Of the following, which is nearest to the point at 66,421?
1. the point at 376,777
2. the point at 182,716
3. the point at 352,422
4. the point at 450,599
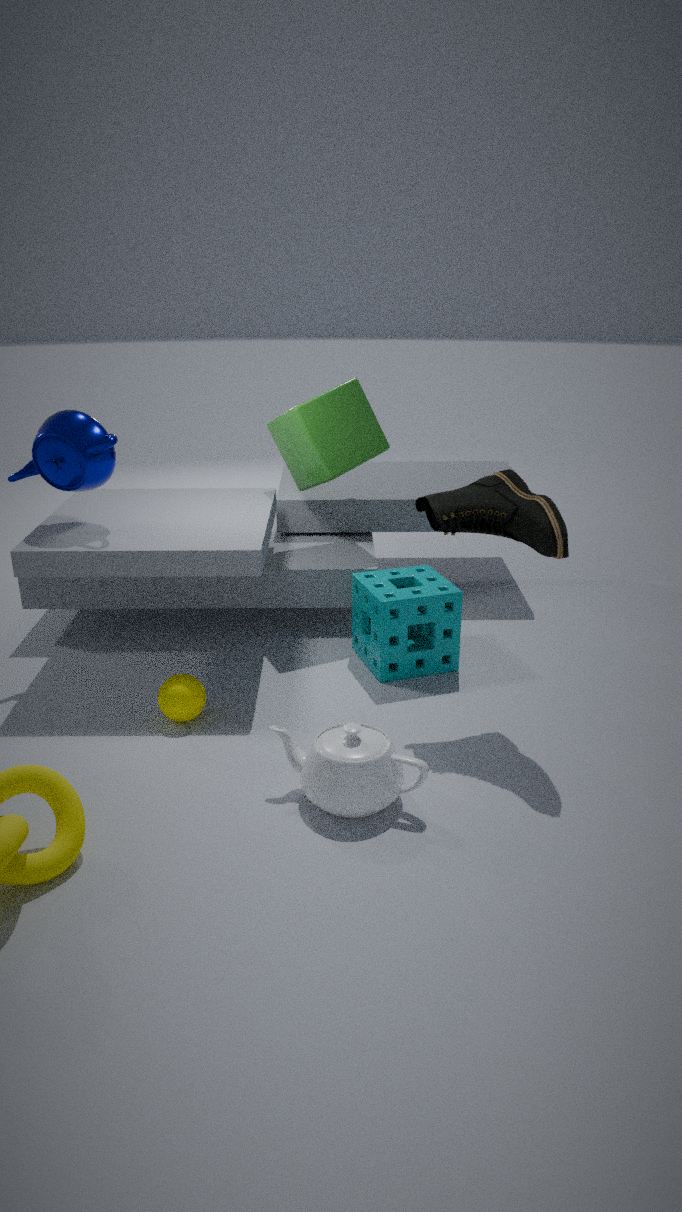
the point at 182,716
